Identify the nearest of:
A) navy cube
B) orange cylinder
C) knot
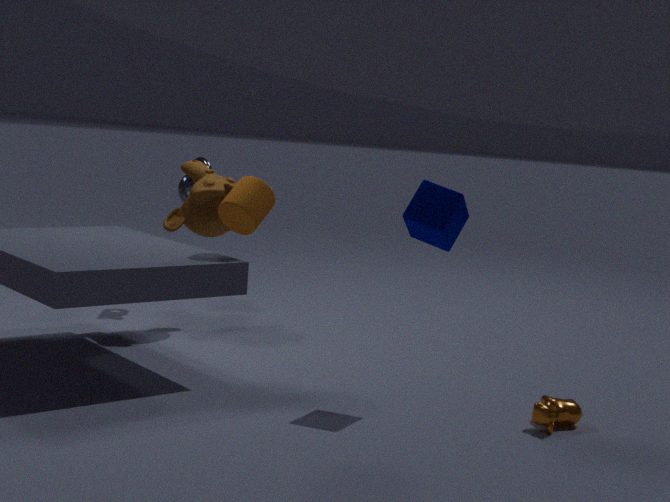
navy cube
